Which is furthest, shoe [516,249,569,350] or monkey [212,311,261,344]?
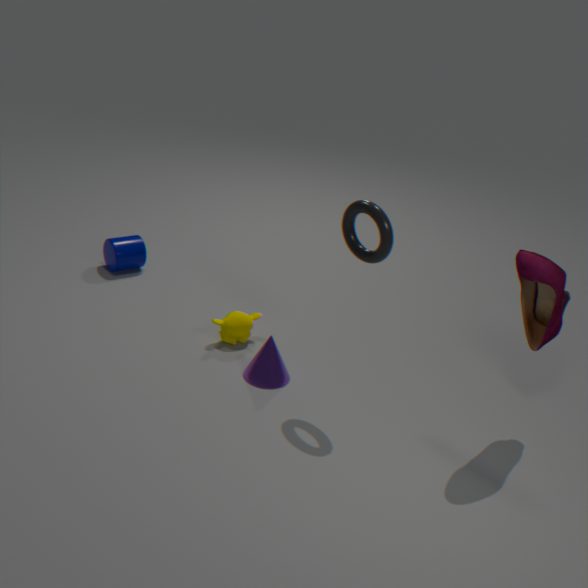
monkey [212,311,261,344]
